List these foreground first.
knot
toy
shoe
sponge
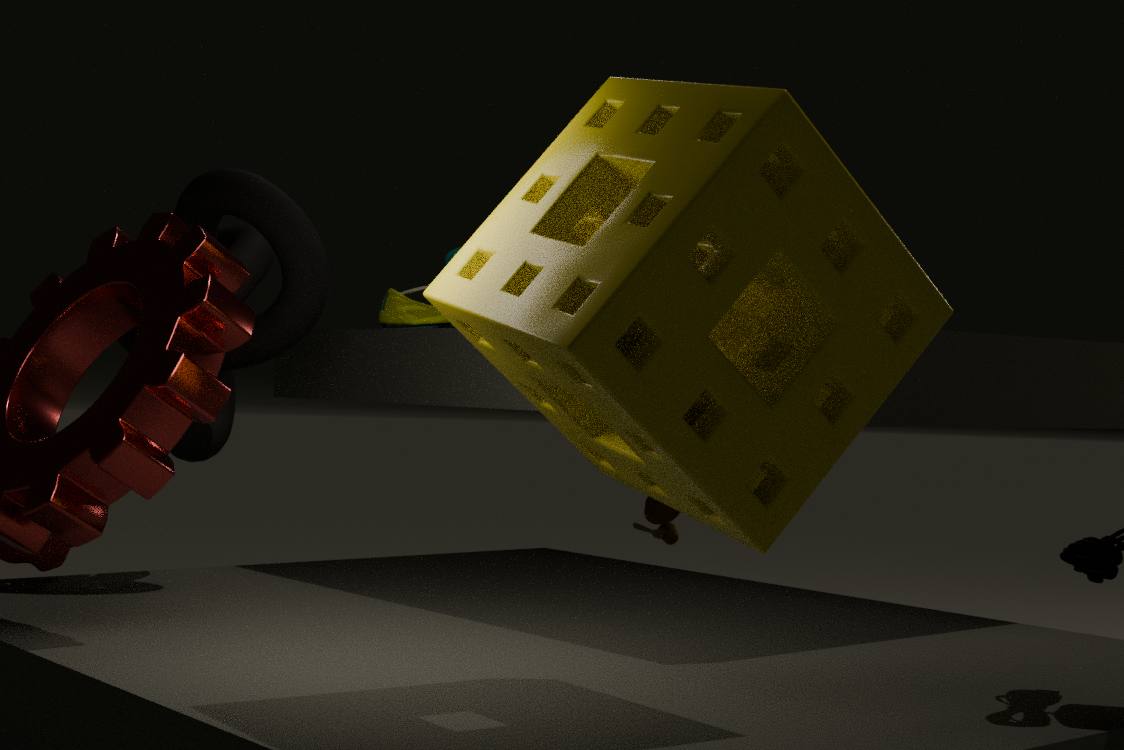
sponge, knot, shoe, toy
